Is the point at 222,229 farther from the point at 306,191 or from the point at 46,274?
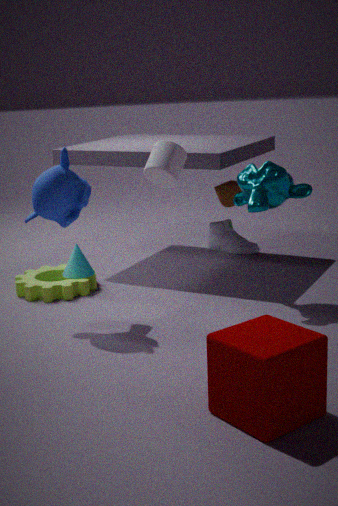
the point at 46,274
